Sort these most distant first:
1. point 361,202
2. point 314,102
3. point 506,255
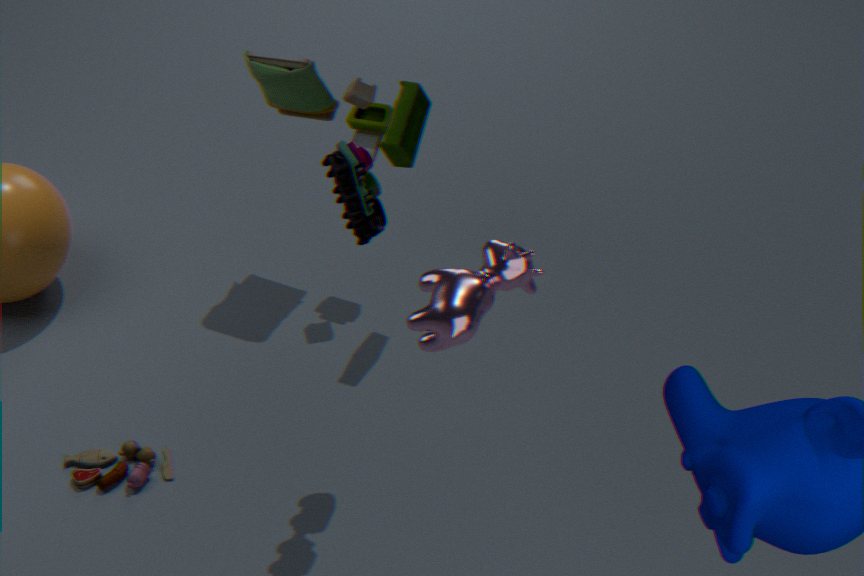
point 314,102 → point 361,202 → point 506,255
